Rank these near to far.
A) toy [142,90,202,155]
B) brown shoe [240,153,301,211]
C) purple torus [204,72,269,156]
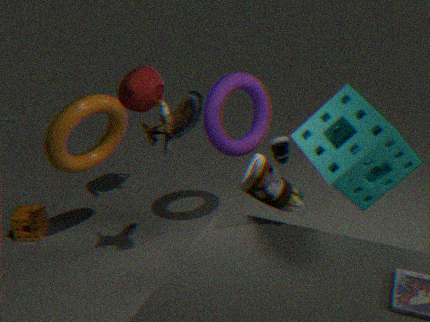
brown shoe [240,153,301,211]
toy [142,90,202,155]
purple torus [204,72,269,156]
